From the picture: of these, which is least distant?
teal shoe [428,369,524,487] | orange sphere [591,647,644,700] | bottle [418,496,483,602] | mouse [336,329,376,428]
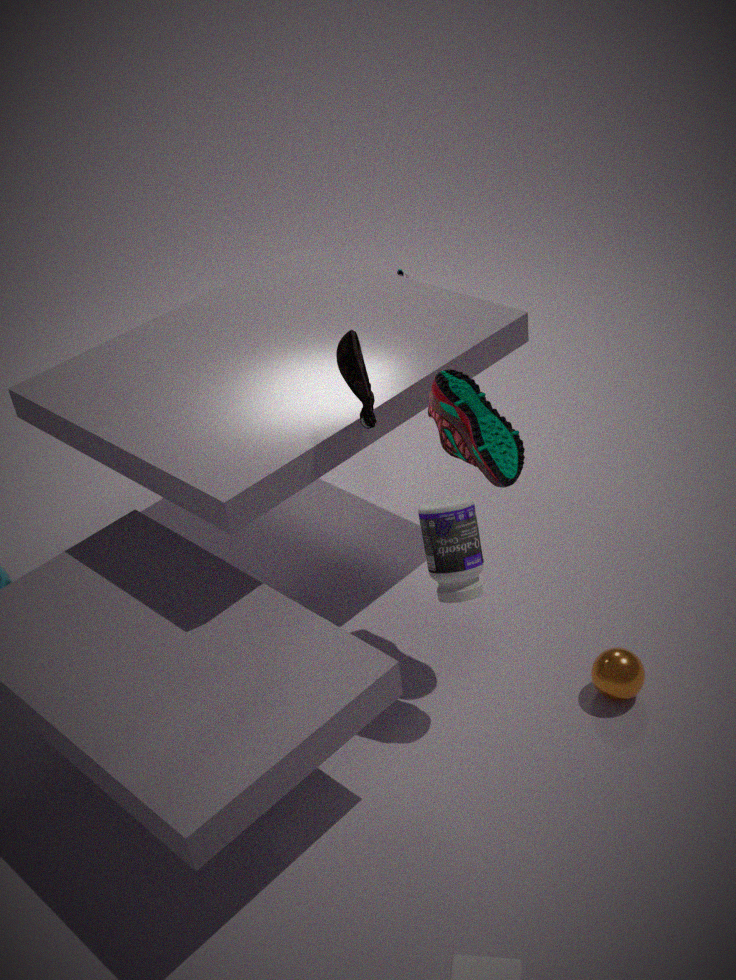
bottle [418,496,483,602]
